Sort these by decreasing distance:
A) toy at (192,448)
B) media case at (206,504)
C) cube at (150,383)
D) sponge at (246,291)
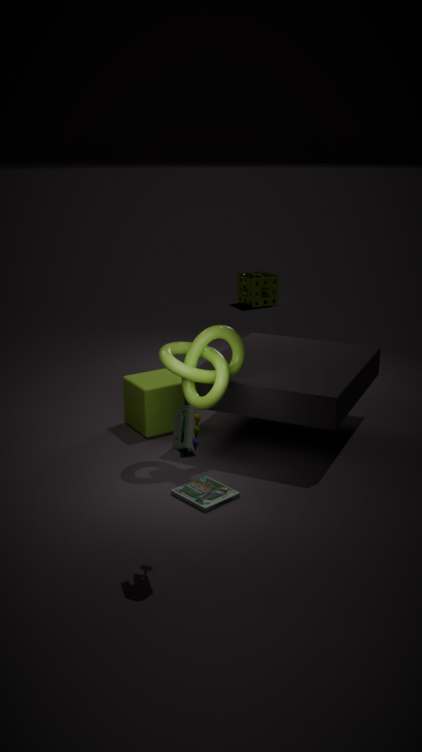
sponge at (246,291) → cube at (150,383) → media case at (206,504) → toy at (192,448)
